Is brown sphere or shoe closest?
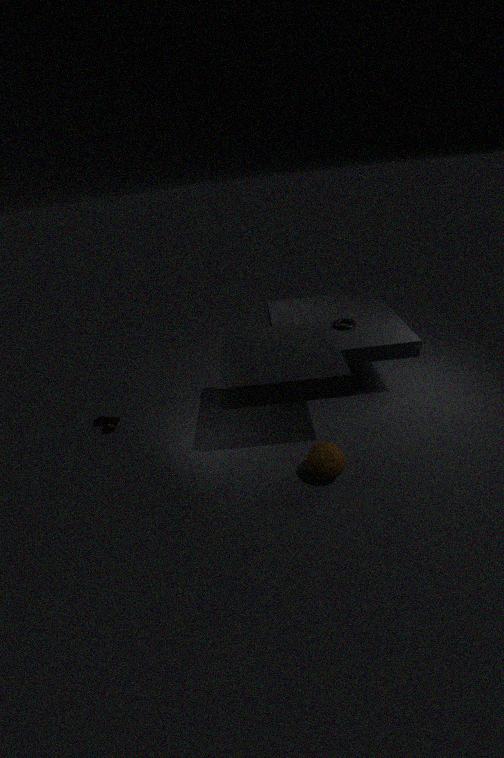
brown sphere
